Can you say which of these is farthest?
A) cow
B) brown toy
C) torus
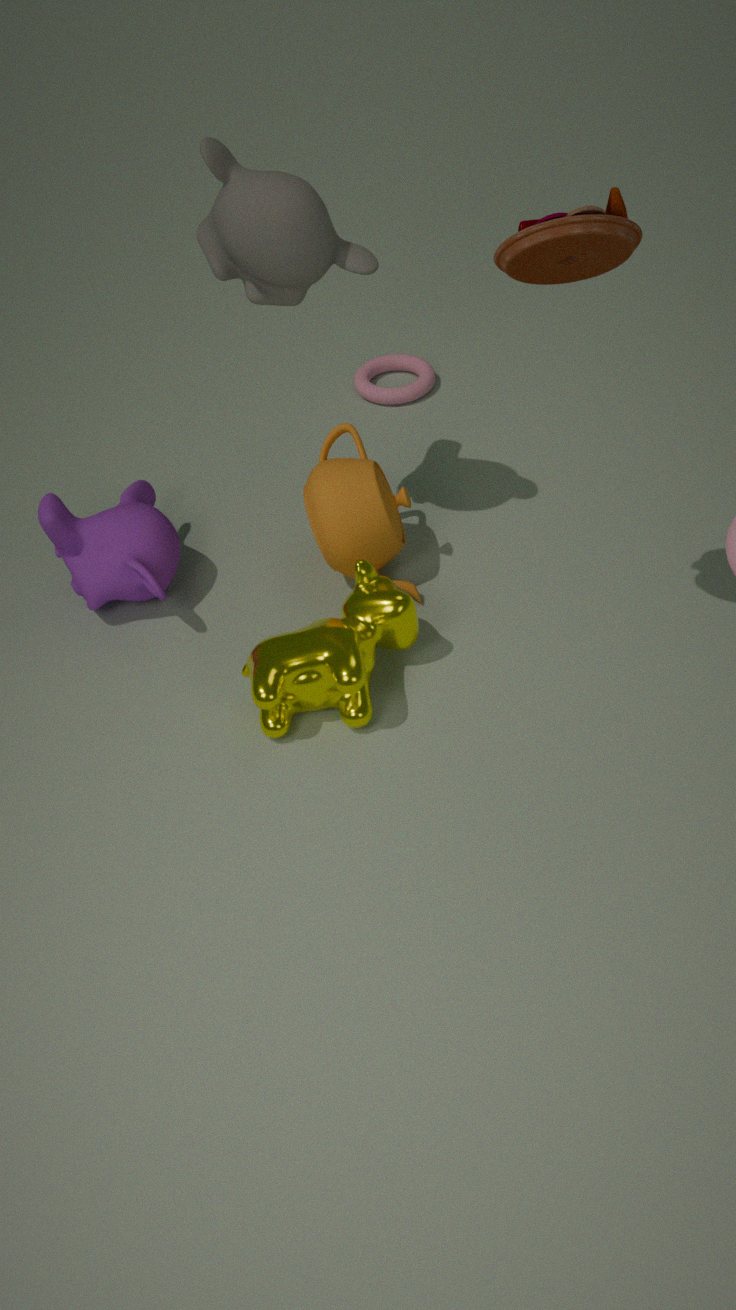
torus
